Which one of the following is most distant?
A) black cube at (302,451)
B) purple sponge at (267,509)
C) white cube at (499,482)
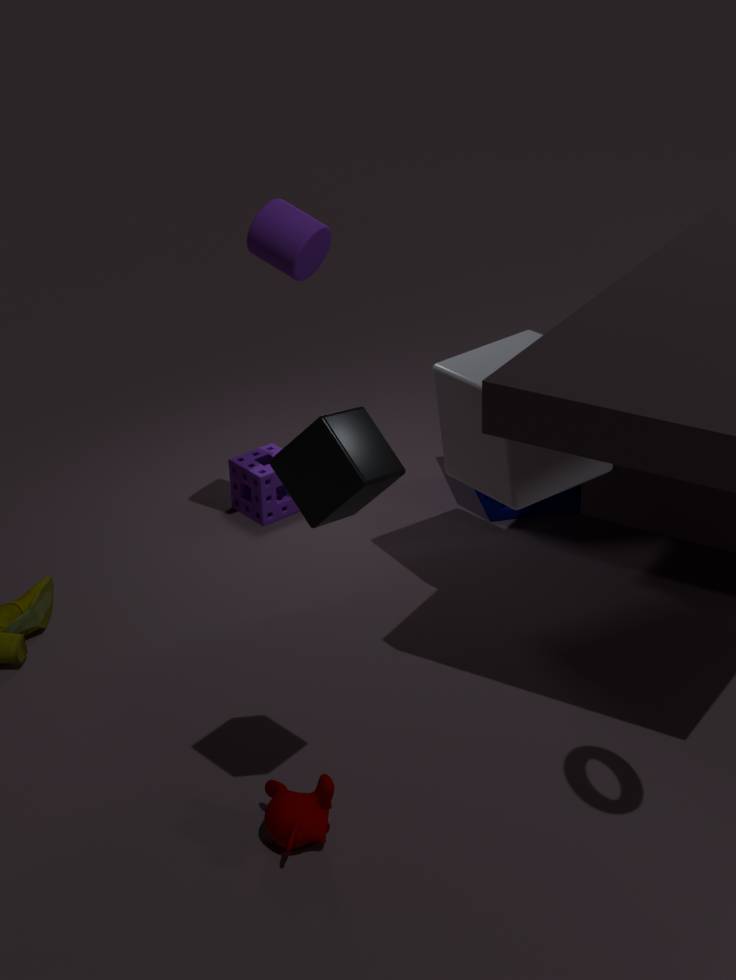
purple sponge at (267,509)
